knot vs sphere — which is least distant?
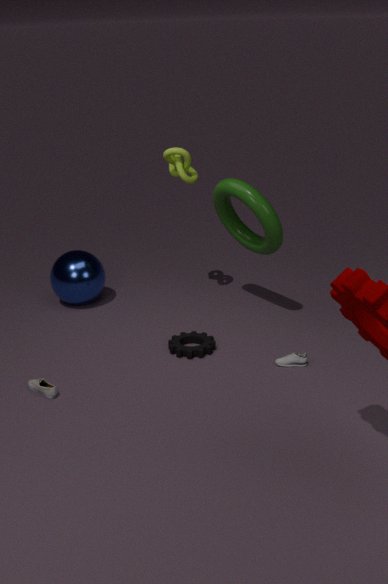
knot
